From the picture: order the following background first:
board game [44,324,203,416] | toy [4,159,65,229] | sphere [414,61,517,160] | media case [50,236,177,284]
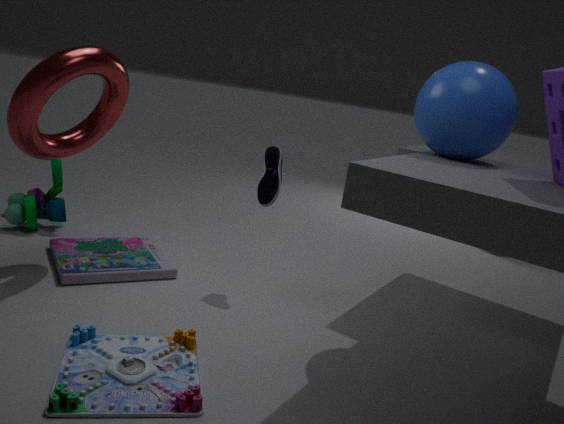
toy [4,159,65,229] < media case [50,236,177,284] < sphere [414,61,517,160] < board game [44,324,203,416]
